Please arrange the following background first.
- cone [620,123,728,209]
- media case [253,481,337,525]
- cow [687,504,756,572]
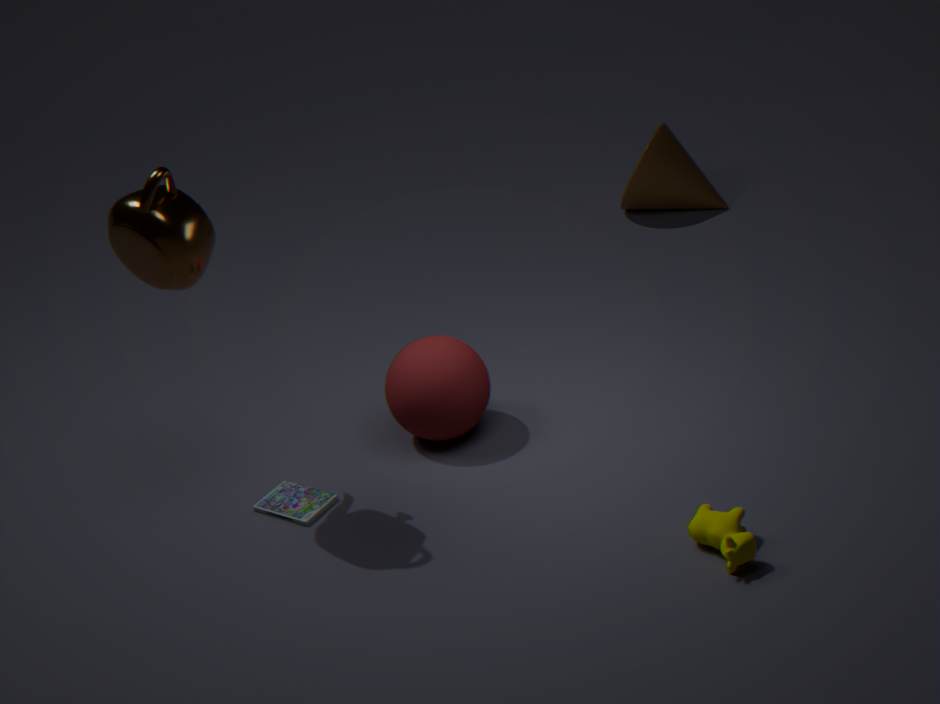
cone [620,123,728,209] < media case [253,481,337,525] < cow [687,504,756,572]
